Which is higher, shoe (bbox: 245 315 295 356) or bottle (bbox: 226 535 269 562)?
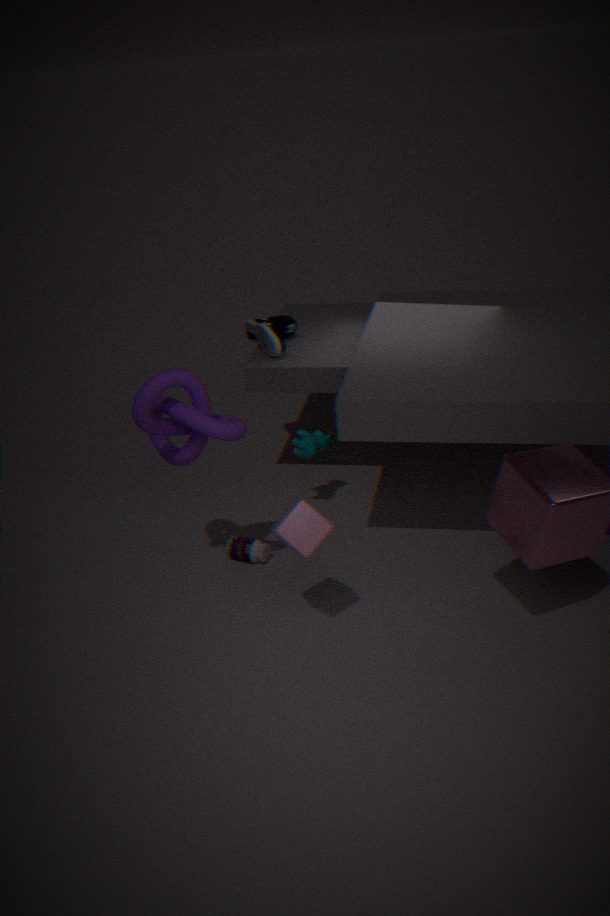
shoe (bbox: 245 315 295 356)
